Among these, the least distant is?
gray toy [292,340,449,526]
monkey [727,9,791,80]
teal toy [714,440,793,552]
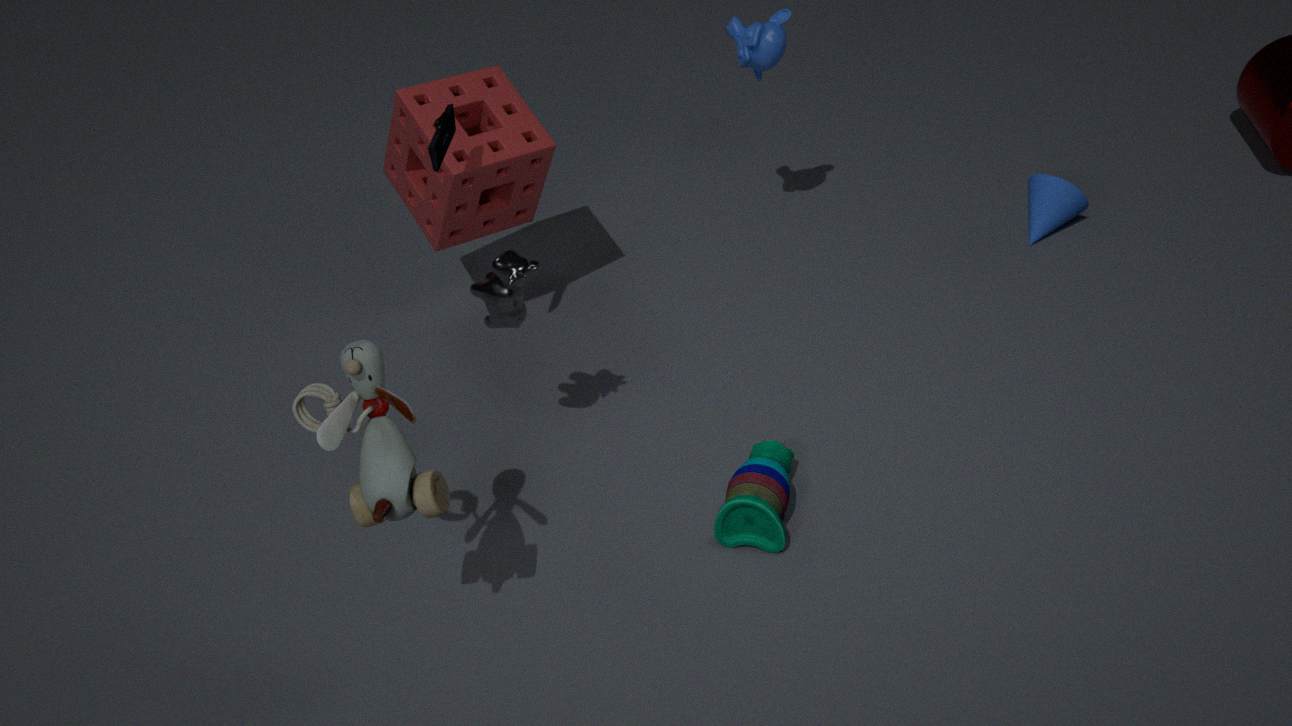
gray toy [292,340,449,526]
